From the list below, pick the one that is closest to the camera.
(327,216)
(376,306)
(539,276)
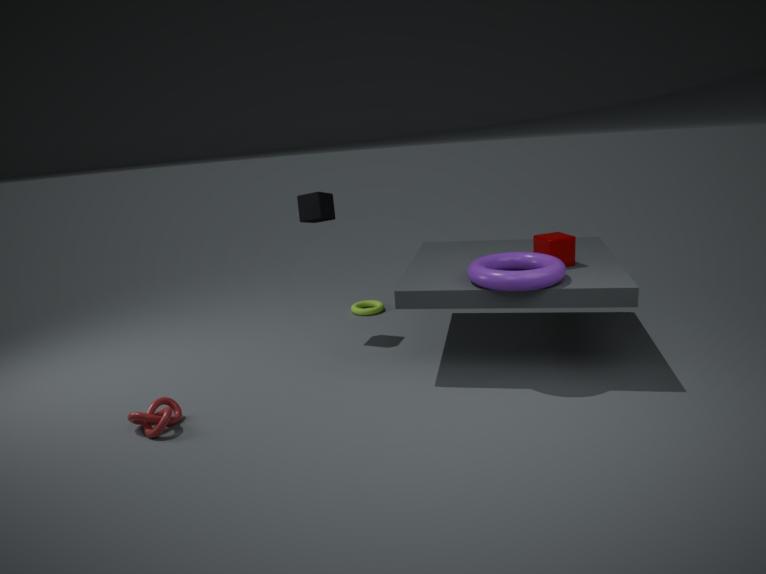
(539,276)
